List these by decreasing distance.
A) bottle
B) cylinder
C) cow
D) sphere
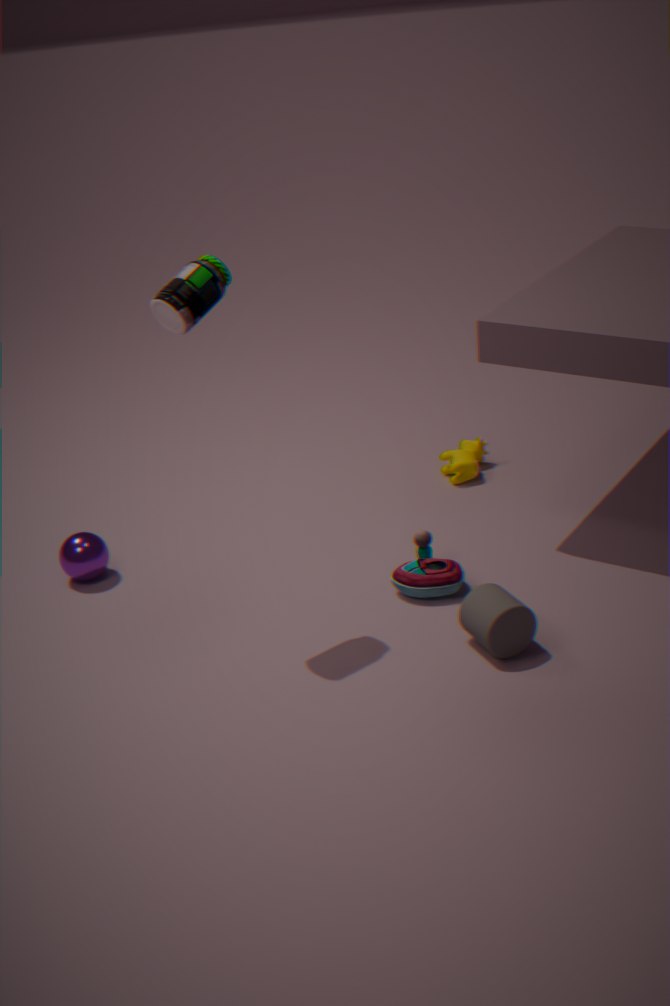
1. cow
2. sphere
3. cylinder
4. bottle
